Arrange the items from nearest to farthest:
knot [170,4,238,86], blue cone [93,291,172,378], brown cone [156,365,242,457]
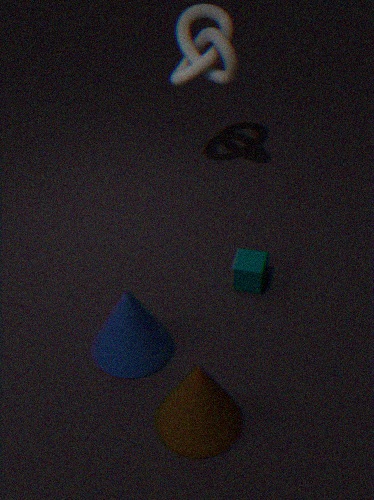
brown cone [156,365,242,457]
blue cone [93,291,172,378]
knot [170,4,238,86]
